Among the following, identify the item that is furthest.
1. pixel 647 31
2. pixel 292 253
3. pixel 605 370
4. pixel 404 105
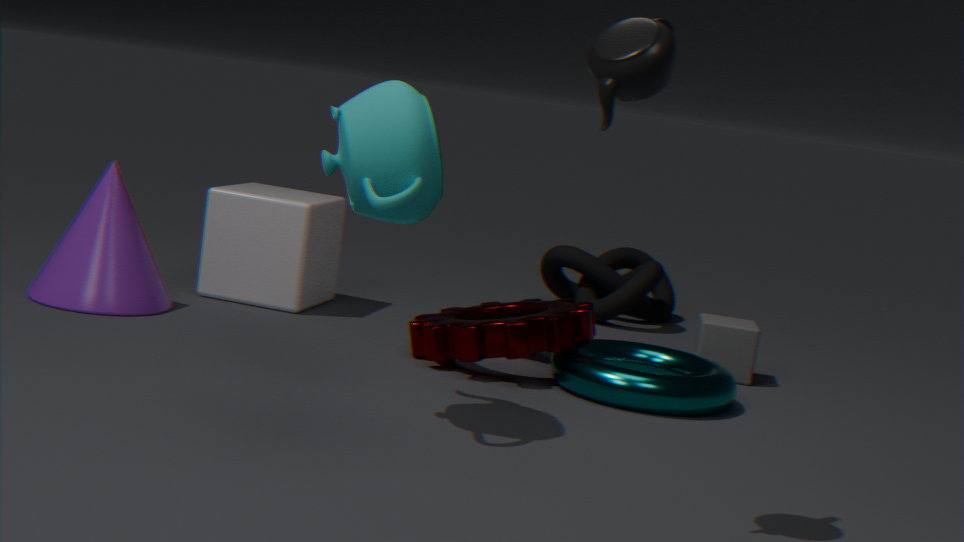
pixel 292 253
